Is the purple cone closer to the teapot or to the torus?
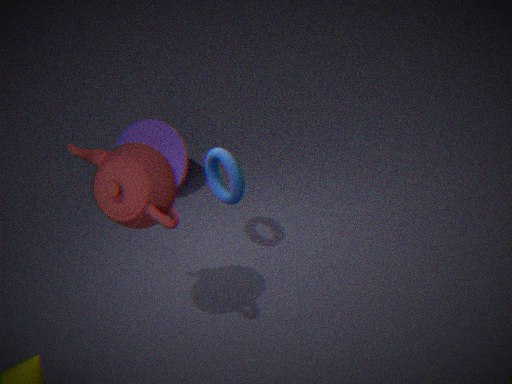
the torus
